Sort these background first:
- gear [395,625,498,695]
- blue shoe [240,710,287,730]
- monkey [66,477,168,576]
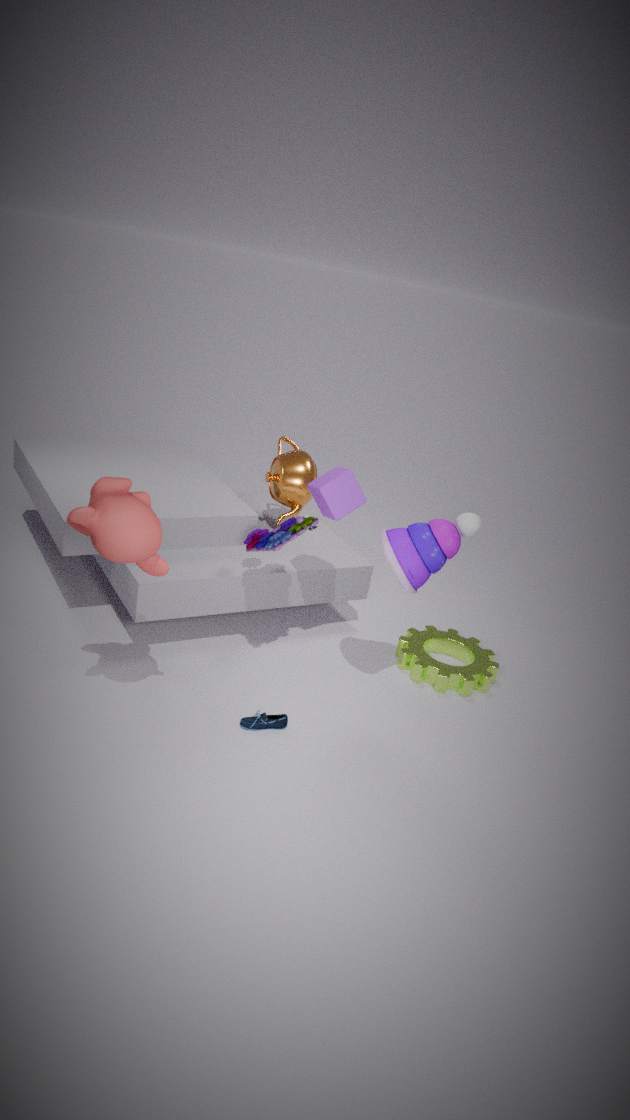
1. gear [395,625,498,695]
2. blue shoe [240,710,287,730]
3. monkey [66,477,168,576]
